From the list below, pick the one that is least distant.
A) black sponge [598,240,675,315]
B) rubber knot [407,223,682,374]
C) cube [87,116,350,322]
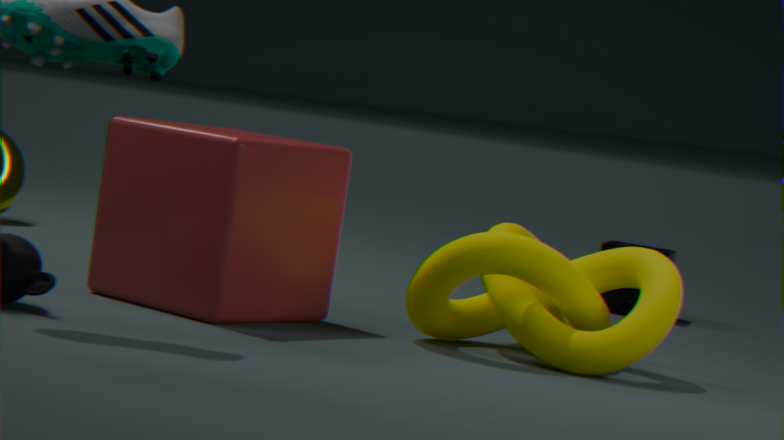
cube [87,116,350,322]
